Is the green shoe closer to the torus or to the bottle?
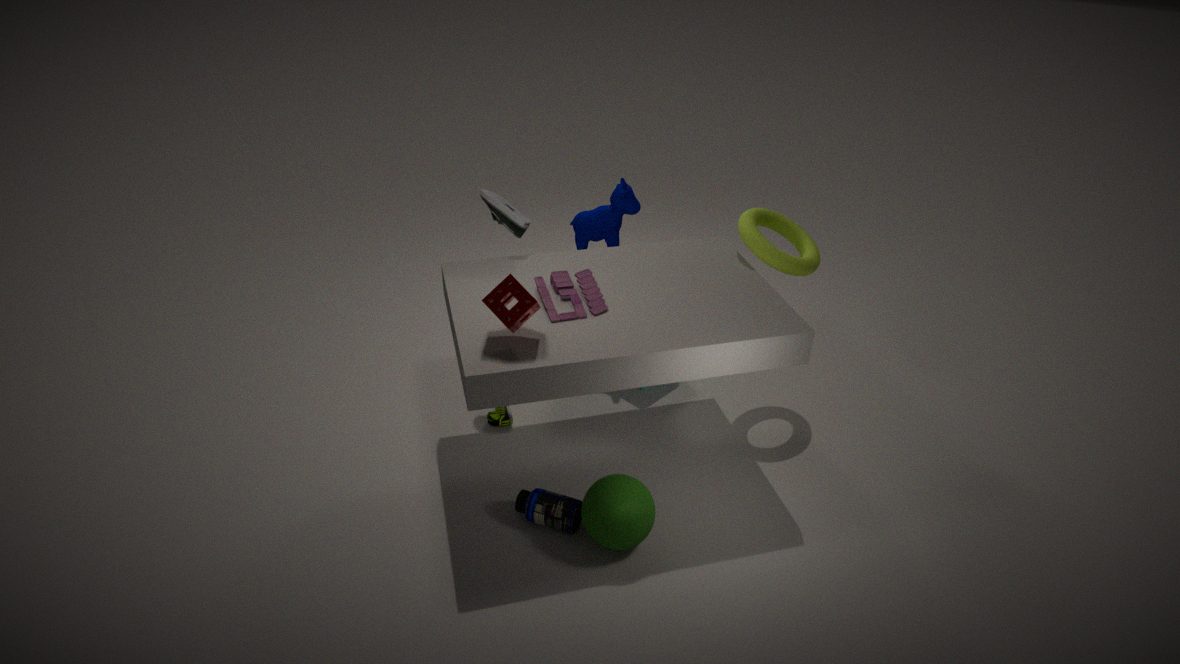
the bottle
